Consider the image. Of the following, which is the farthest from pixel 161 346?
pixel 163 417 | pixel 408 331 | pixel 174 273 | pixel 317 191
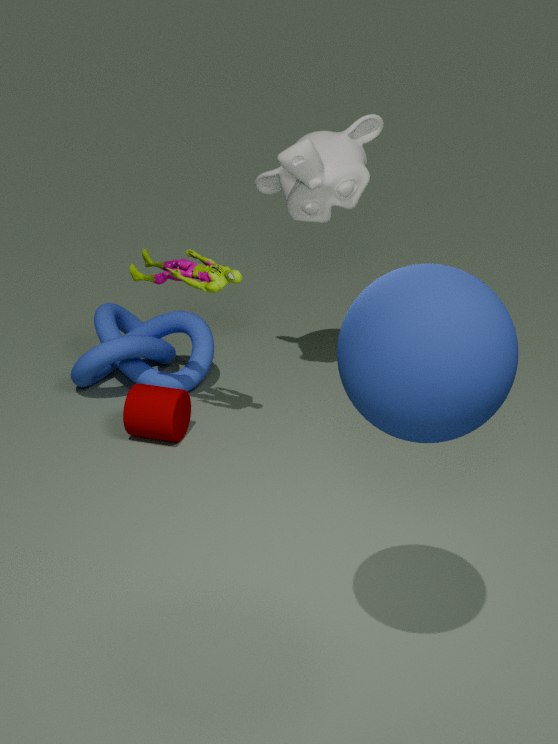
pixel 408 331
